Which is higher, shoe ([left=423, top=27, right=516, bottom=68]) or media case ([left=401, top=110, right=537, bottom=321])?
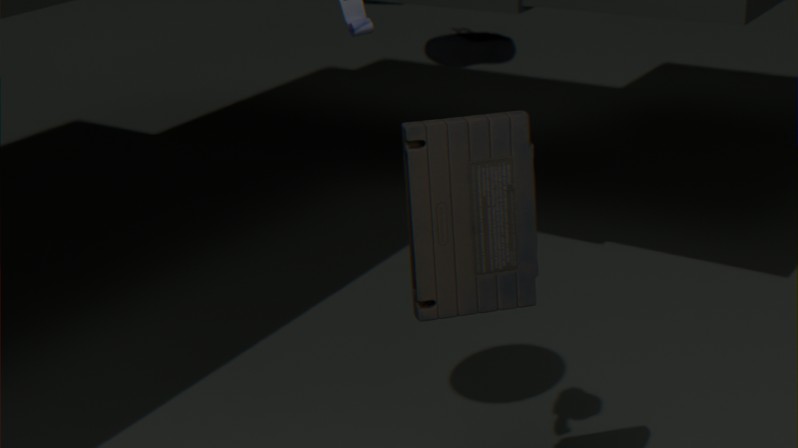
media case ([left=401, top=110, right=537, bottom=321])
